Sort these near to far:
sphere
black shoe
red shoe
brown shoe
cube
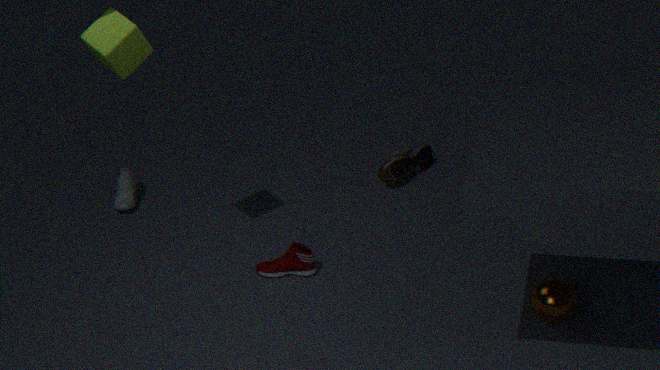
sphere → cube → red shoe → brown shoe → black shoe
